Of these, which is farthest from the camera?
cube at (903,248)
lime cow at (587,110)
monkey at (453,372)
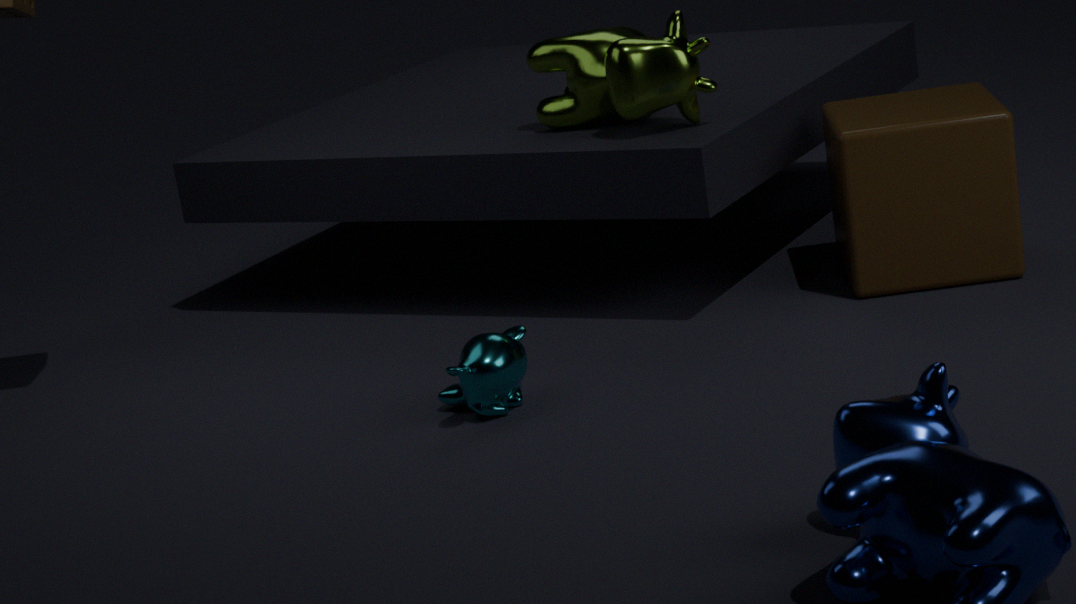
lime cow at (587,110)
